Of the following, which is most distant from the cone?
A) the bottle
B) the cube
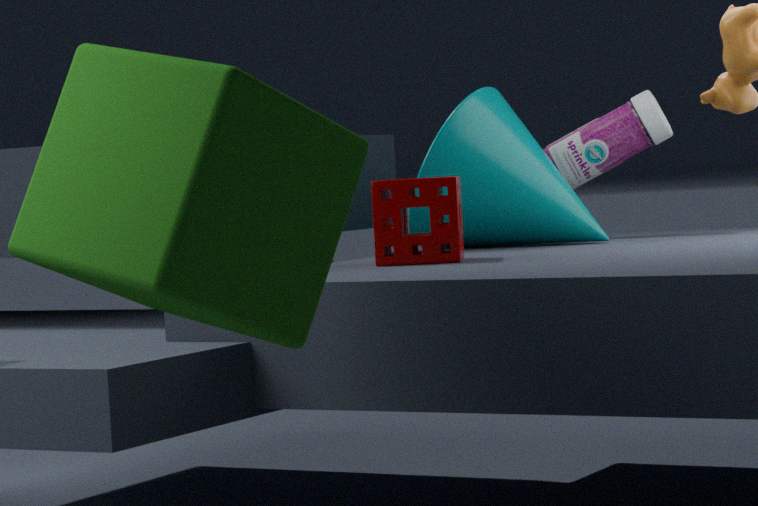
the cube
